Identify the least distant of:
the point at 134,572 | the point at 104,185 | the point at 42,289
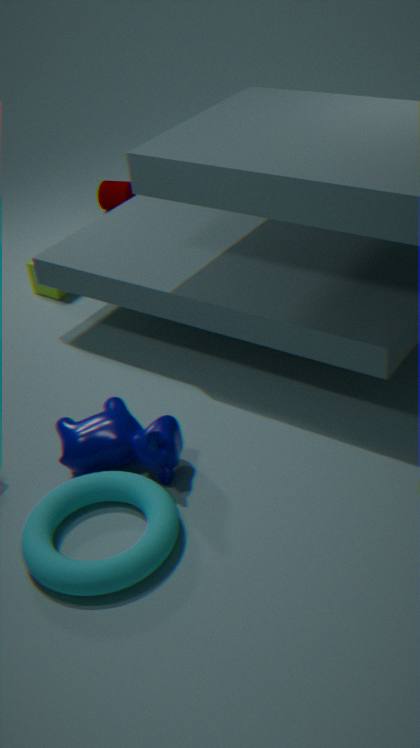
the point at 134,572
